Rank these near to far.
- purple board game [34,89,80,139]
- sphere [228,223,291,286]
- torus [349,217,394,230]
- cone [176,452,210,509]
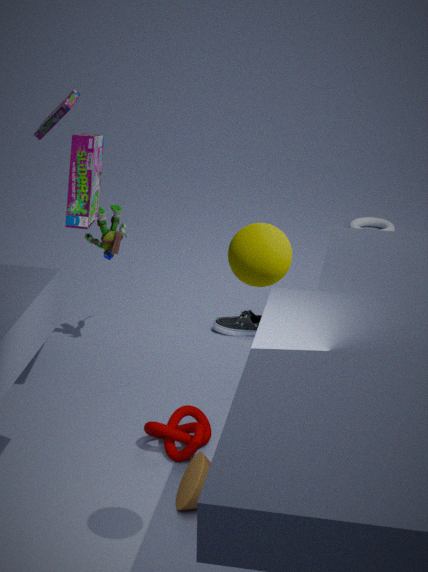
sphere [228,223,291,286] < cone [176,452,210,509] < purple board game [34,89,80,139] < torus [349,217,394,230]
